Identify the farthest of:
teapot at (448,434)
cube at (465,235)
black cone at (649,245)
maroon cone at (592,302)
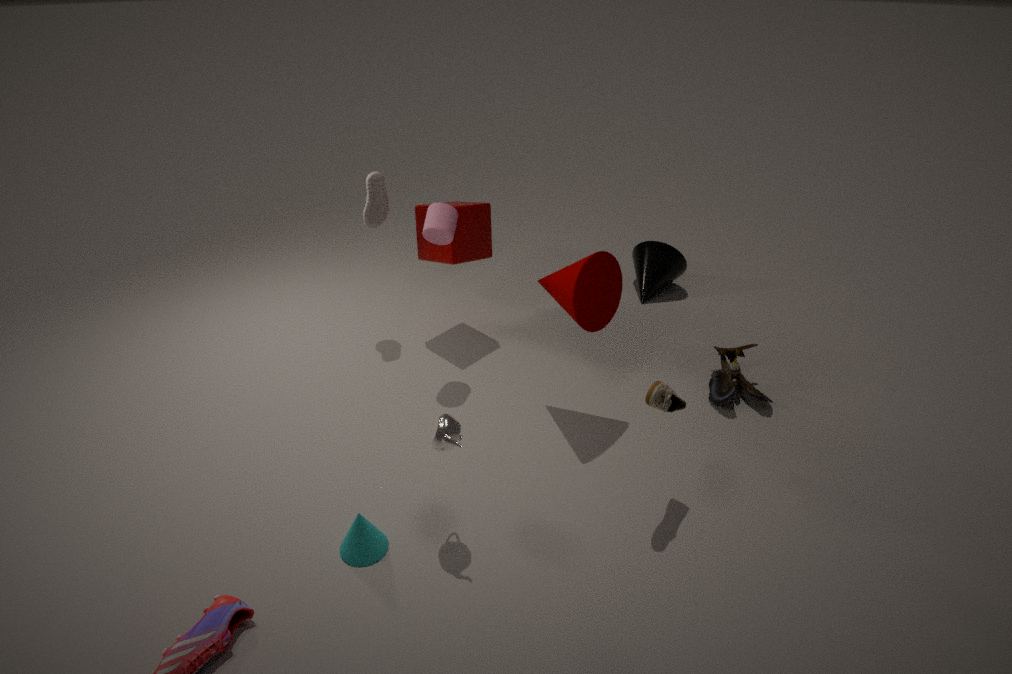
black cone at (649,245)
